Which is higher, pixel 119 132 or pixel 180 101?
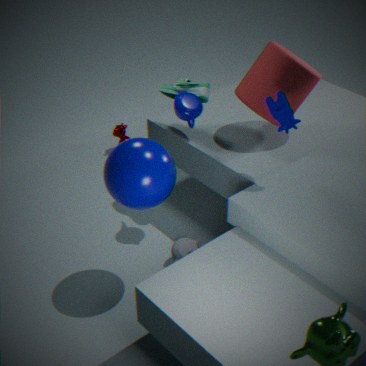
pixel 180 101
